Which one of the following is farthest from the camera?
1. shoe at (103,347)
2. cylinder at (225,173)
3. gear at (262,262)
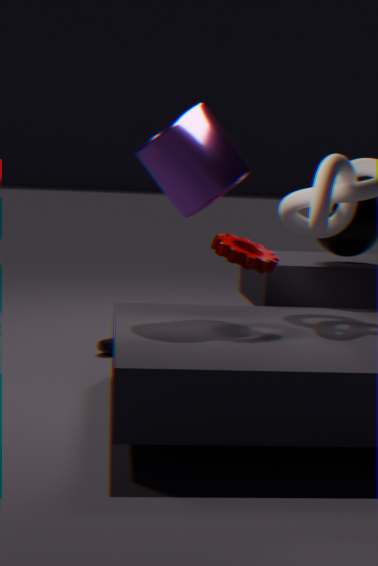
shoe at (103,347)
